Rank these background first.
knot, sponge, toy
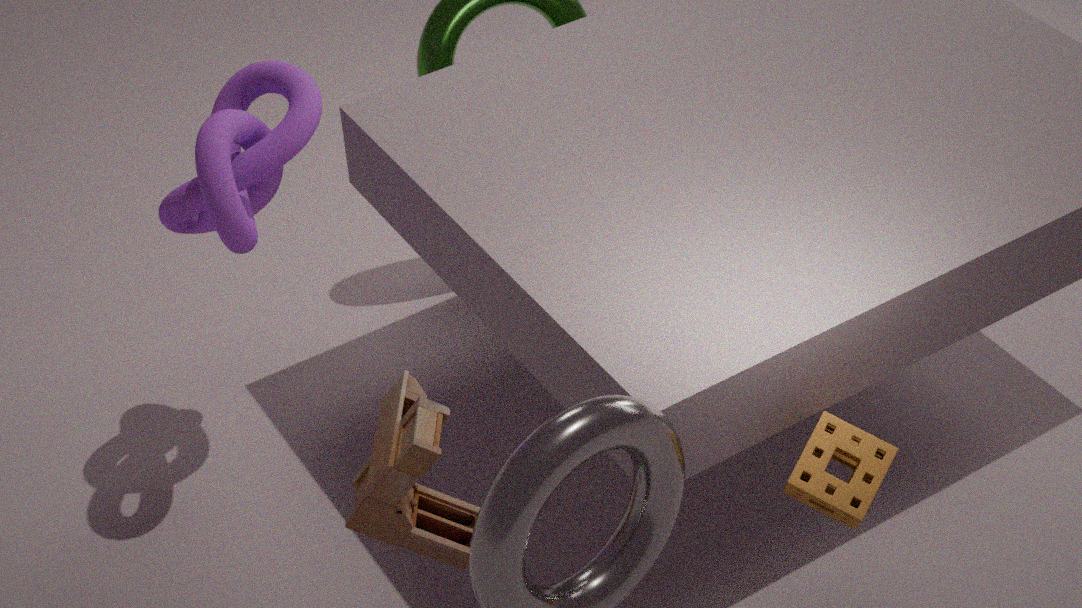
knot → sponge → toy
